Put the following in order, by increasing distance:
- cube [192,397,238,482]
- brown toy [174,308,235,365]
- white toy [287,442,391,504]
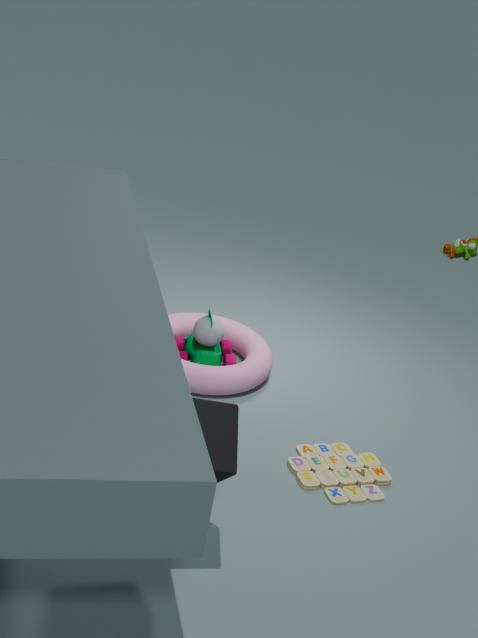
cube [192,397,238,482], white toy [287,442,391,504], brown toy [174,308,235,365]
